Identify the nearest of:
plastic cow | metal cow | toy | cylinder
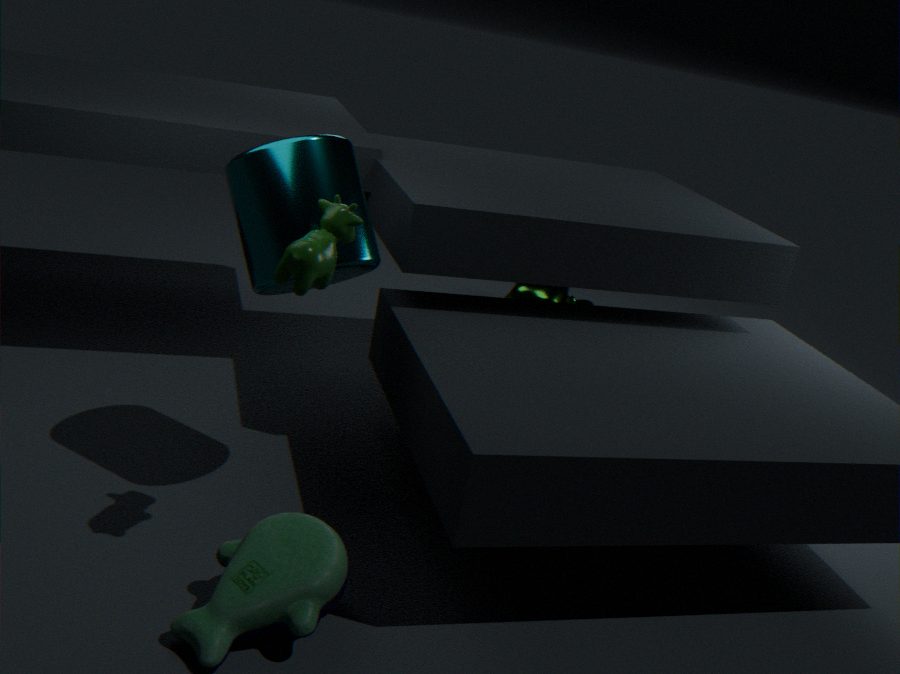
toy
